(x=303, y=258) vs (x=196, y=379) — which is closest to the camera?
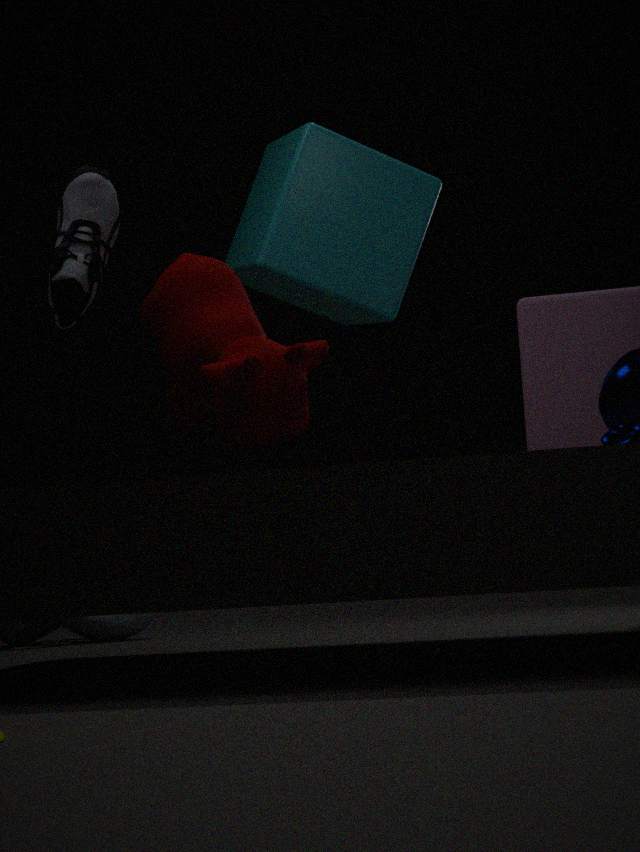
(x=196, y=379)
